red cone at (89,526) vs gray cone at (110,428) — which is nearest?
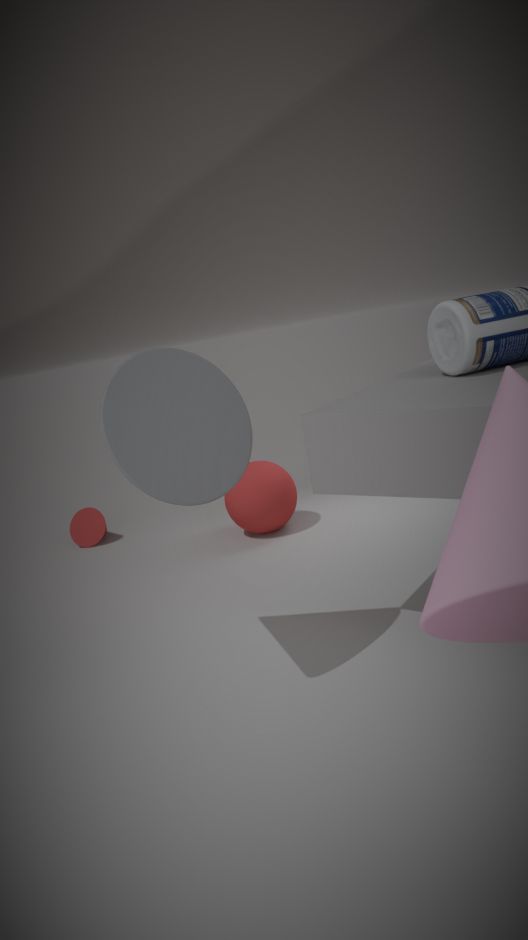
gray cone at (110,428)
